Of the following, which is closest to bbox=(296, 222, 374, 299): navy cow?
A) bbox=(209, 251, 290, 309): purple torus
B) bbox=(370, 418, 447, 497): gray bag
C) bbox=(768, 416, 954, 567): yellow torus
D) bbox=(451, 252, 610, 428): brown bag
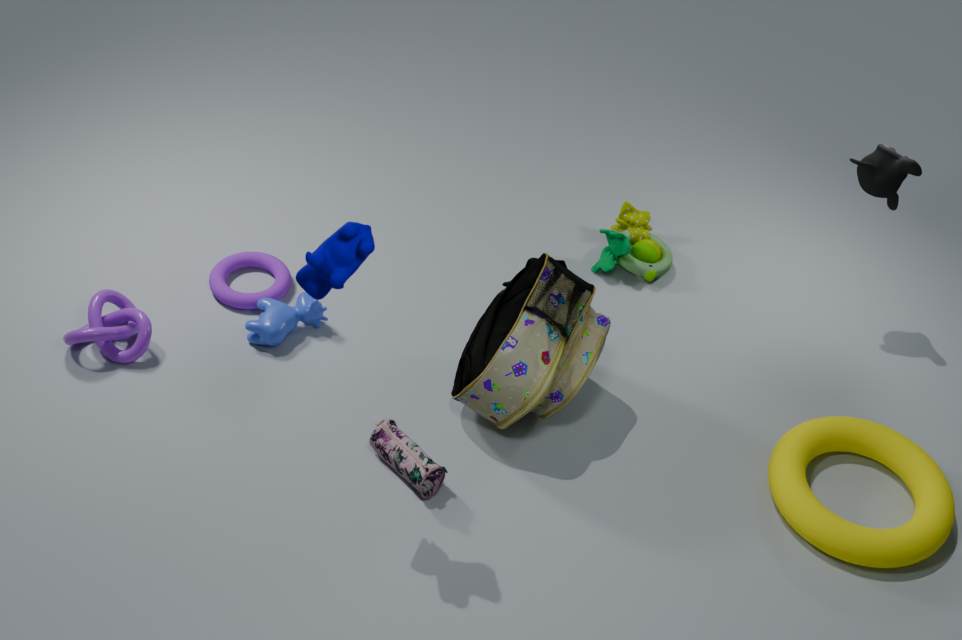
bbox=(451, 252, 610, 428): brown bag
